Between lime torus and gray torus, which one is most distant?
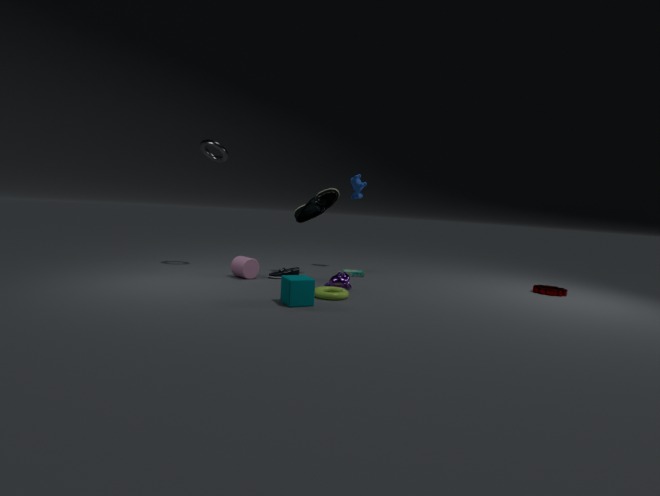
gray torus
